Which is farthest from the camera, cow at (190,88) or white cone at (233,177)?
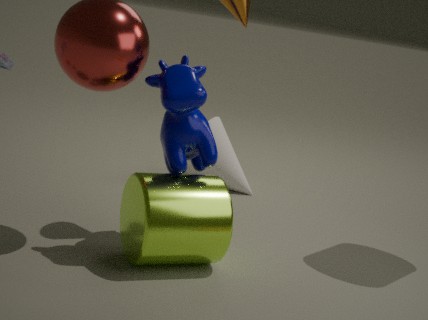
white cone at (233,177)
